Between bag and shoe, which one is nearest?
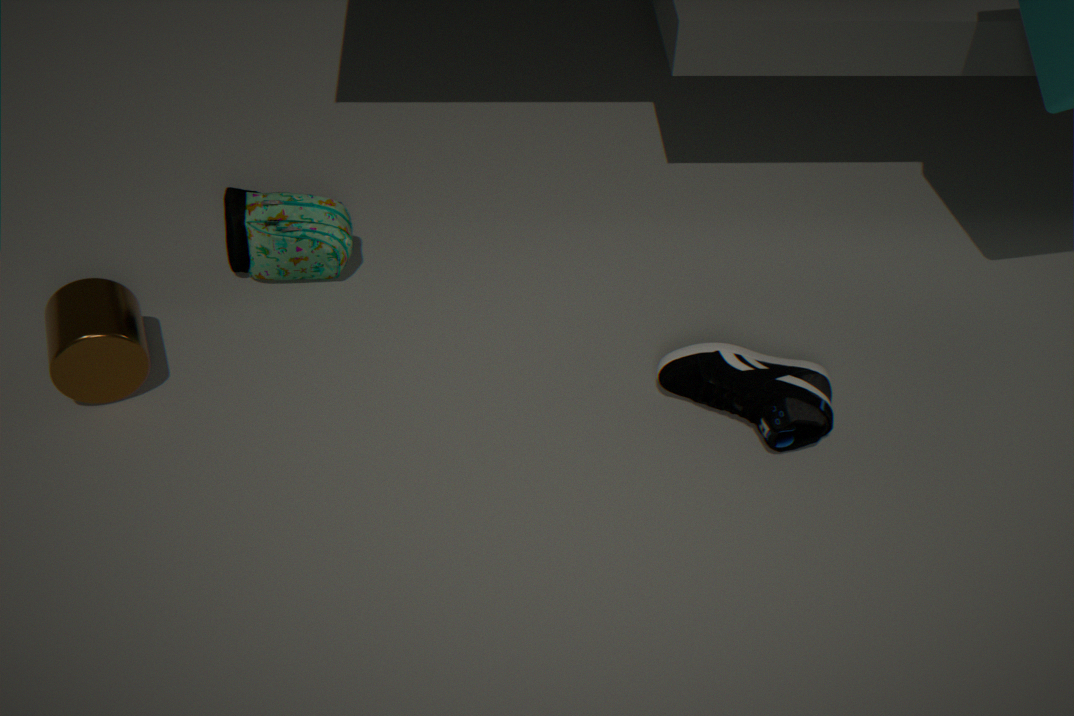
shoe
